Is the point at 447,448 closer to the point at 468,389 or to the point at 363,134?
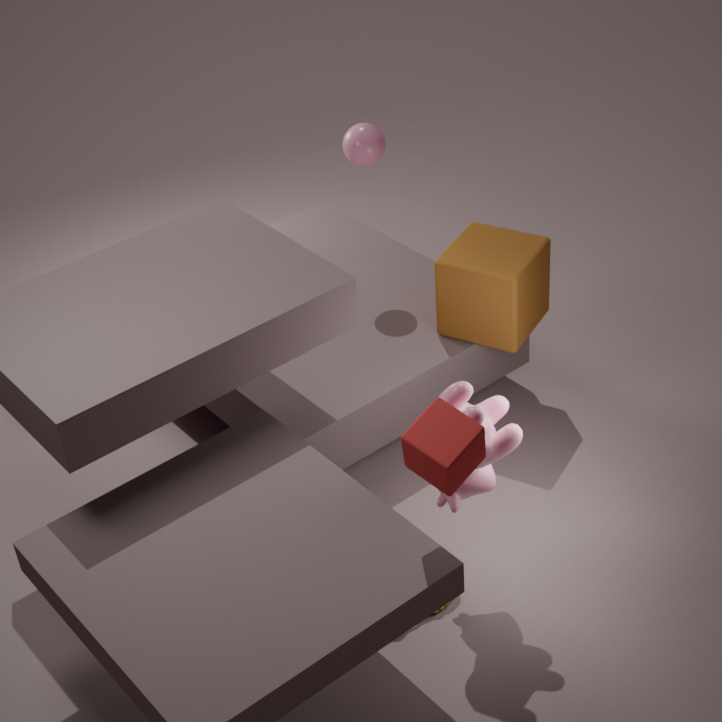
the point at 468,389
